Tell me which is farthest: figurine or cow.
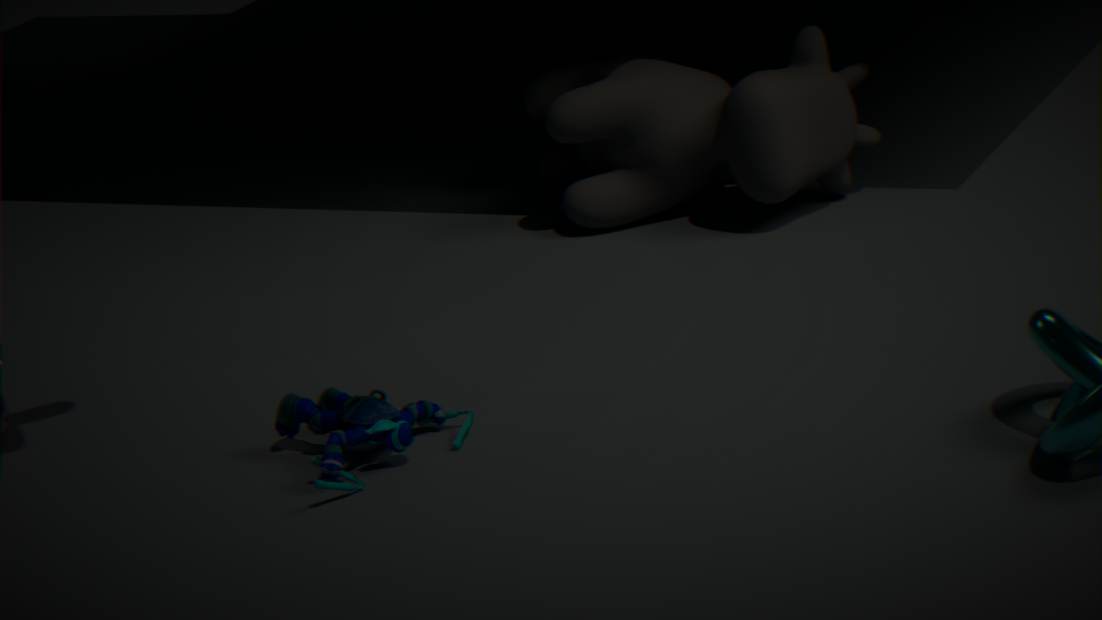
cow
